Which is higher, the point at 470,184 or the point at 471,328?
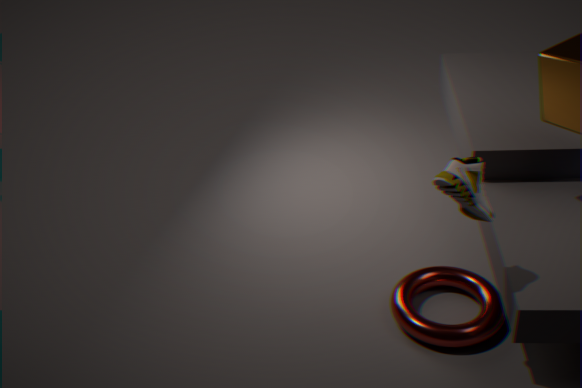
the point at 470,184
